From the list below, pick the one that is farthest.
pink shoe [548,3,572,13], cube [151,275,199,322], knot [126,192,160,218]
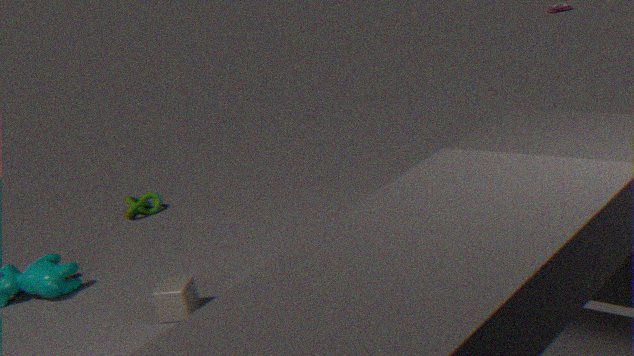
pink shoe [548,3,572,13]
